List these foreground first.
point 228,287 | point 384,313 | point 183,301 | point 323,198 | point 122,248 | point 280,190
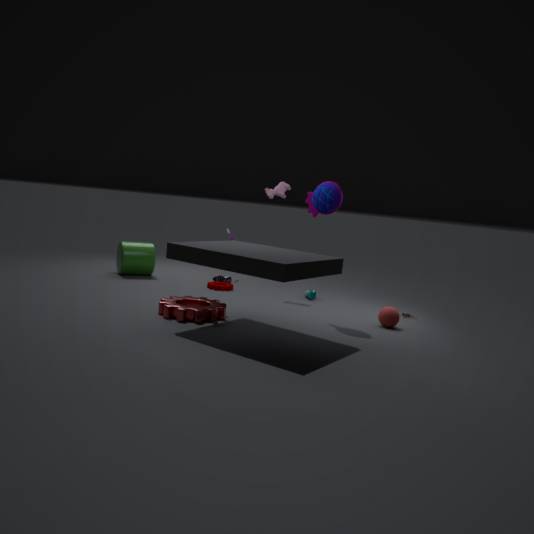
point 183,301 < point 323,198 < point 384,313 < point 280,190 < point 228,287 < point 122,248
